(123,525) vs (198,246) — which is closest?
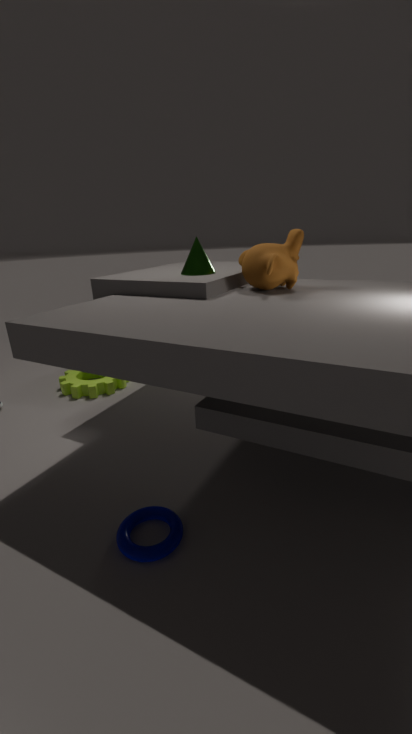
(123,525)
